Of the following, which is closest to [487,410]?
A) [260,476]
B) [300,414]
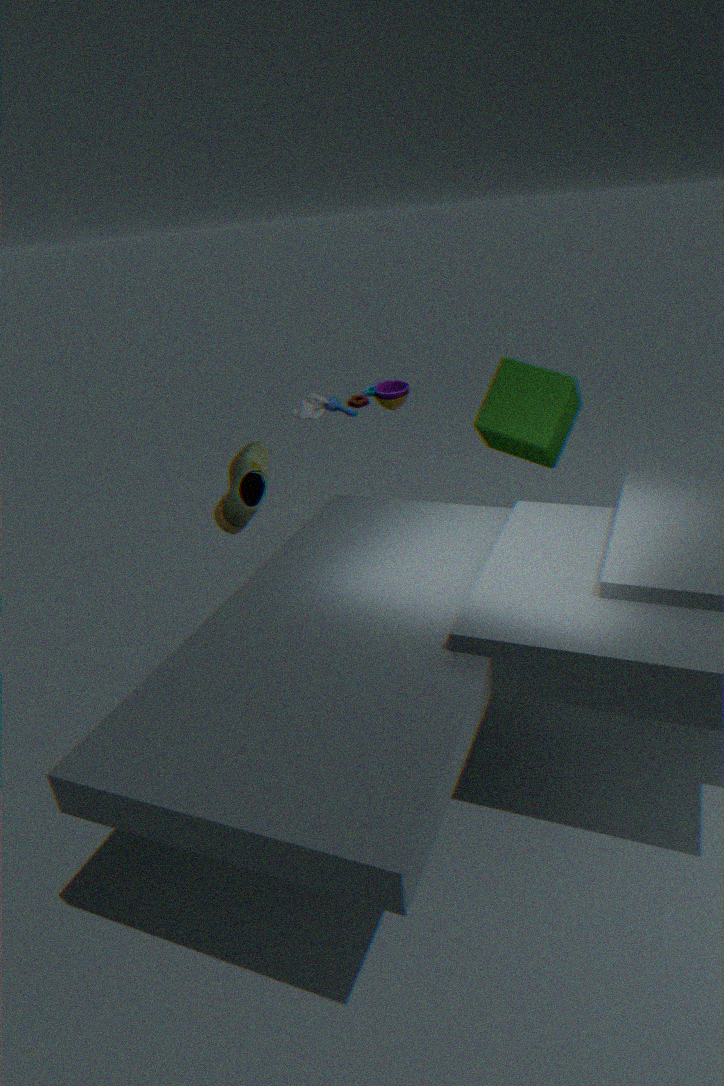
[300,414]
